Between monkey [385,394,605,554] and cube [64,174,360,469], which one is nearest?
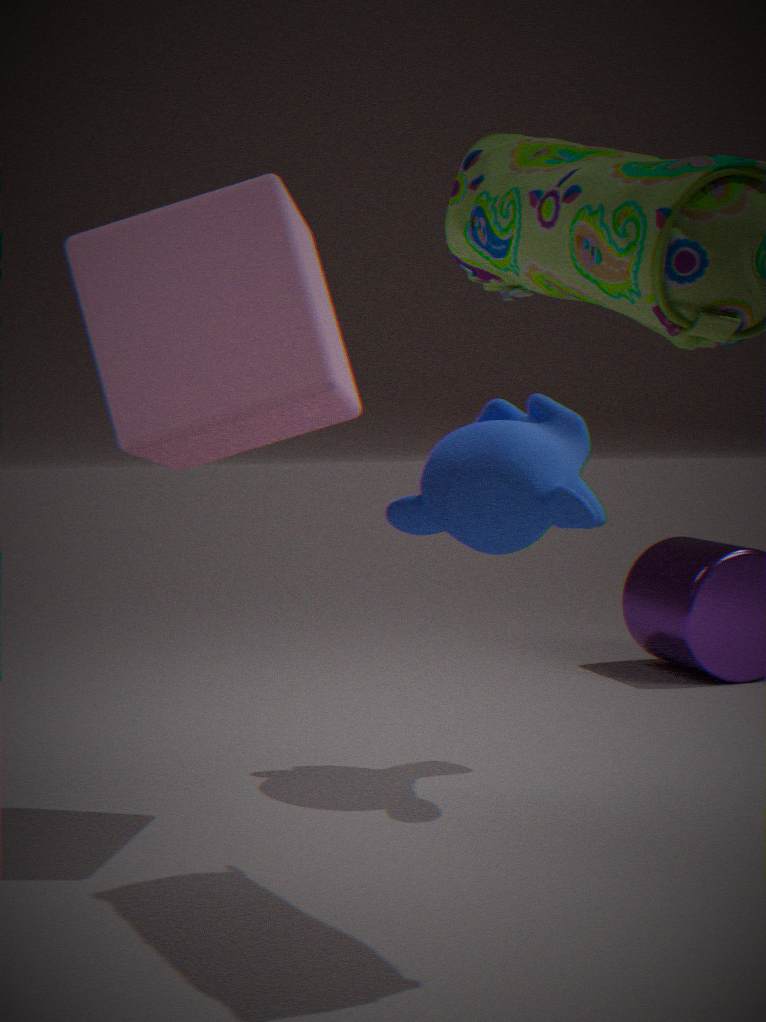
cube [64,174,360,469]
